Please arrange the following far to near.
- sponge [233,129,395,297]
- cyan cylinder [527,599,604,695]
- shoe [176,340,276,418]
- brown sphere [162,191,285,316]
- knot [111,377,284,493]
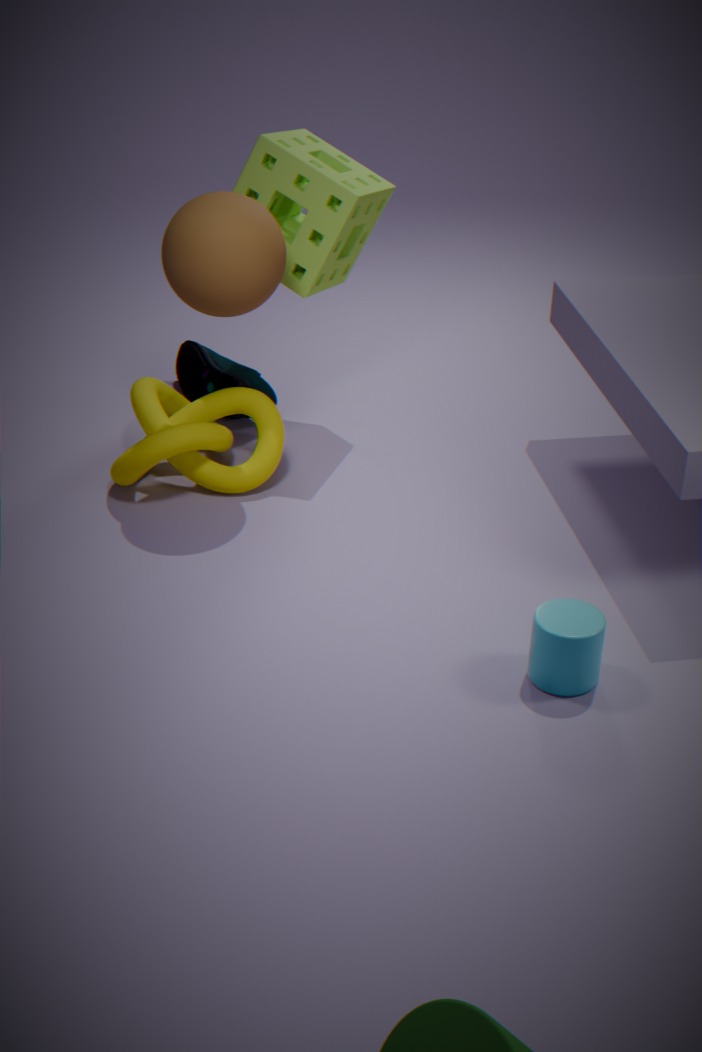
shoe [176,340,276,418]
sponge [233,129,395,297]
knot [111,377,284,493]
brown sphere [162,191,285,316]
cyan cylinder [527,599,604,695]
